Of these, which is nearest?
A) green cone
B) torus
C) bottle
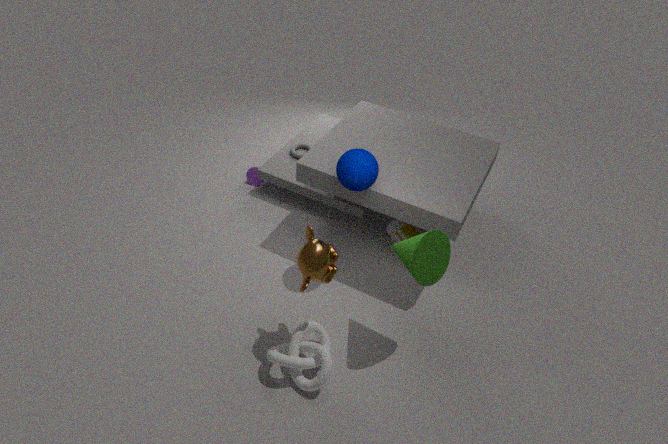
→ green cone
